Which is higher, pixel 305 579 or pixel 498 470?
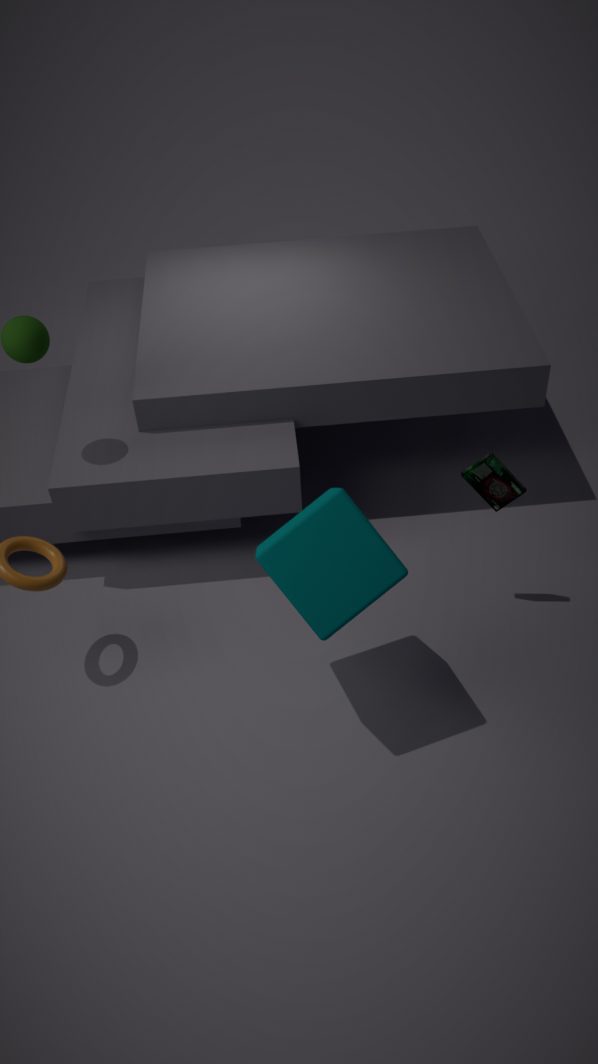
pixel 305 579
